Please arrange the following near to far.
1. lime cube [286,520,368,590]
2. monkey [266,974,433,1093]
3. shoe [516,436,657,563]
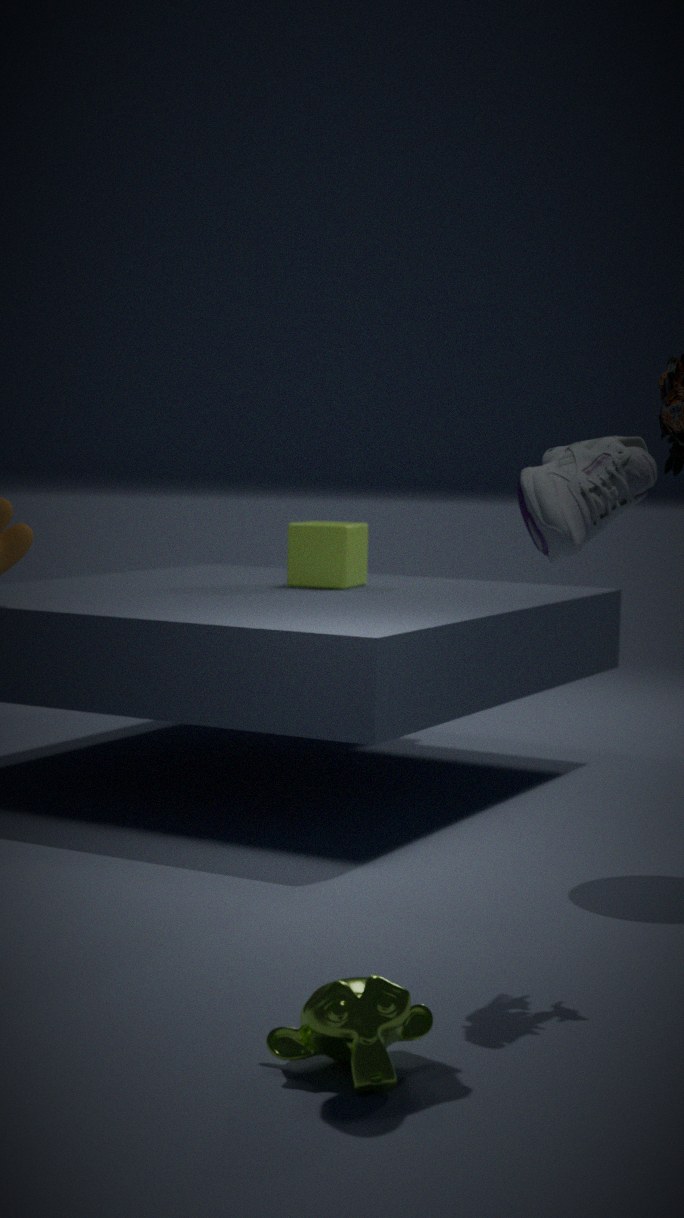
monkey [266,974,433,1093] < shoe [516,436,657,563] < lime cube [286,520,368,590]
